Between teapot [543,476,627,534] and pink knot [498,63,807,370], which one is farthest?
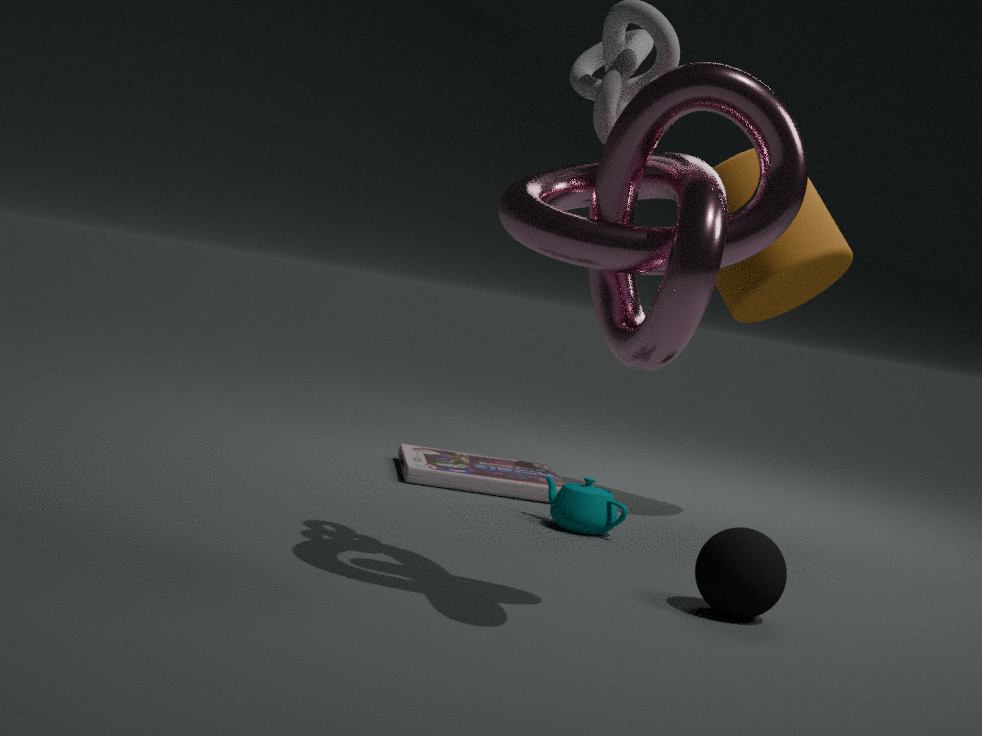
teapot [543,476,627,534]
